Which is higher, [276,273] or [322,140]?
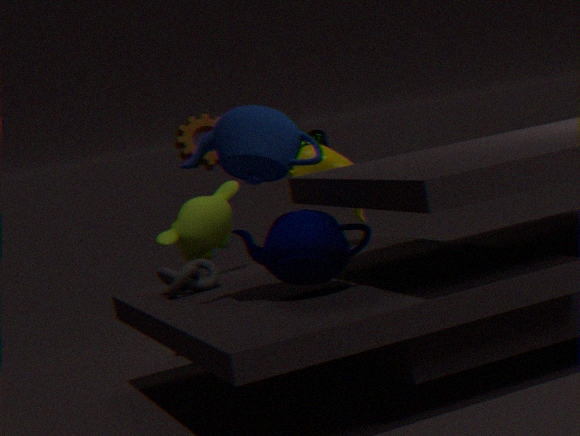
[322,140]
